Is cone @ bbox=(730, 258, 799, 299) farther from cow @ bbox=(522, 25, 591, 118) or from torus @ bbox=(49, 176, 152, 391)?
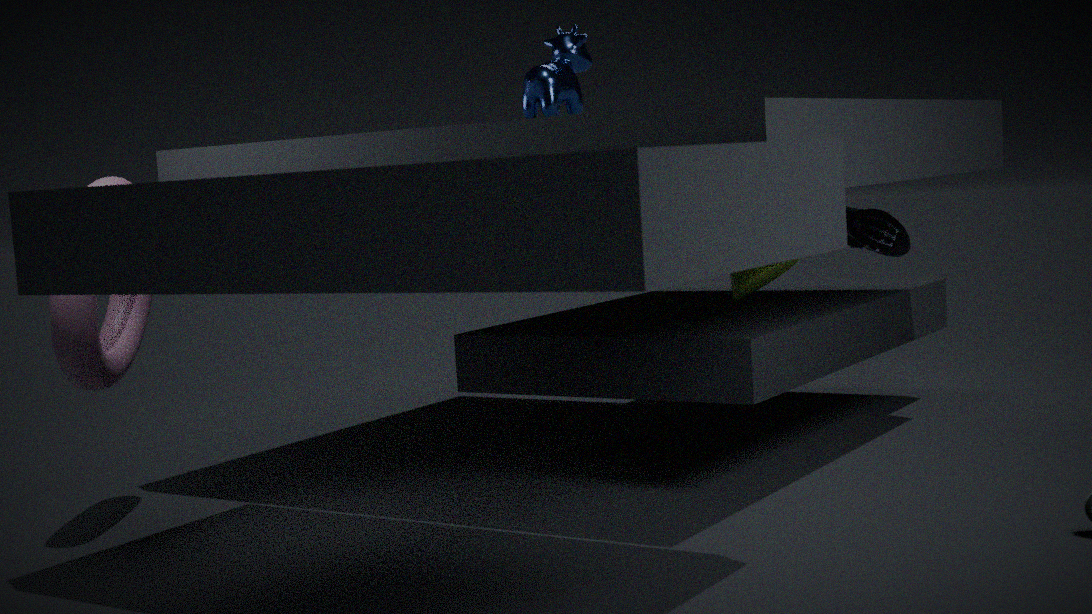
torus @ bbox=(49, 176, 152, 391)
